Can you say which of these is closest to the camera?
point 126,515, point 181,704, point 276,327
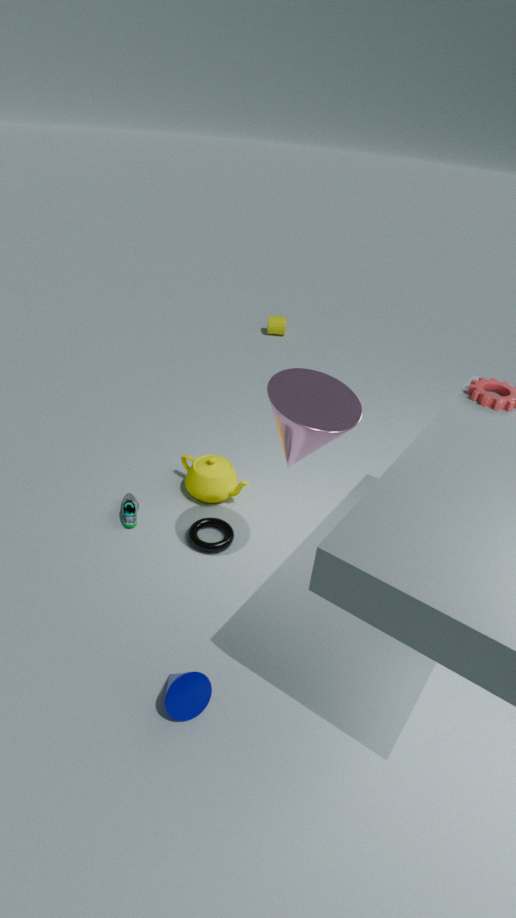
point 181,704
